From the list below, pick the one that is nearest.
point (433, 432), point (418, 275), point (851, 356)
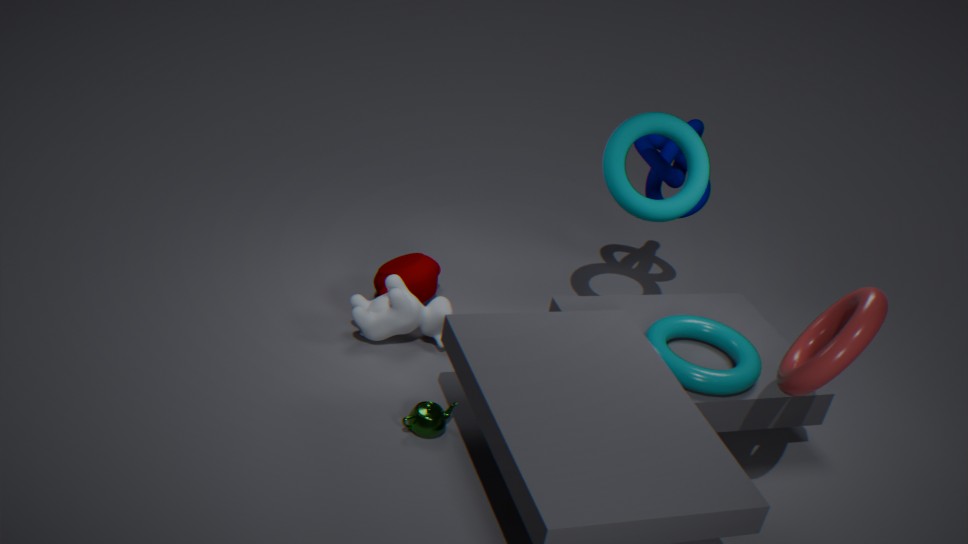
point (851, 356)
